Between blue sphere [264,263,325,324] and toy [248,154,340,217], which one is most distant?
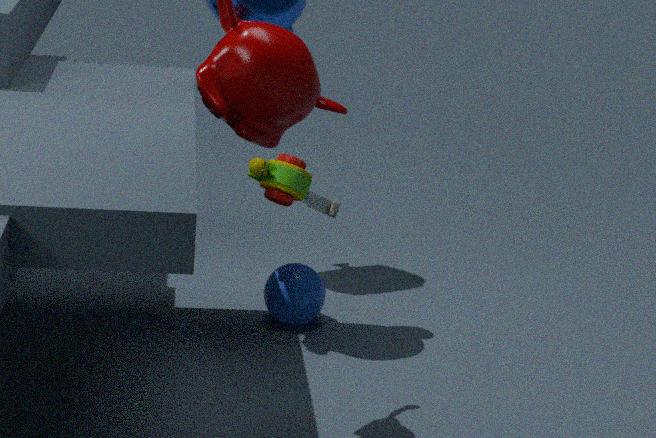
blue sphere [264,263,325,324]
